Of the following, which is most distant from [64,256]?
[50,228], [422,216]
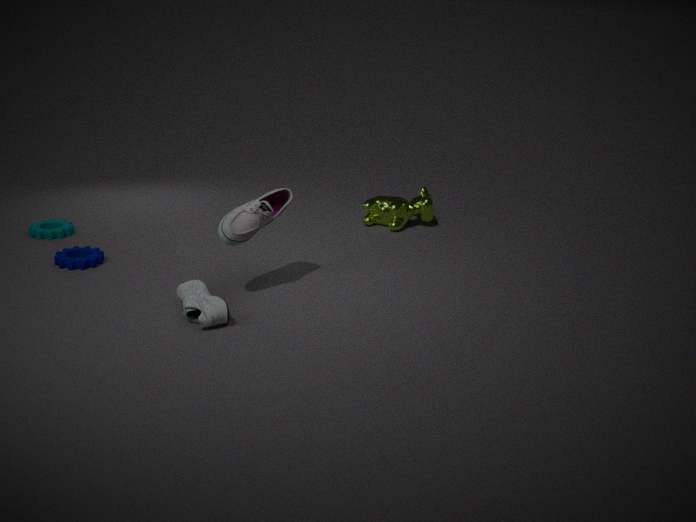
[422,216]
